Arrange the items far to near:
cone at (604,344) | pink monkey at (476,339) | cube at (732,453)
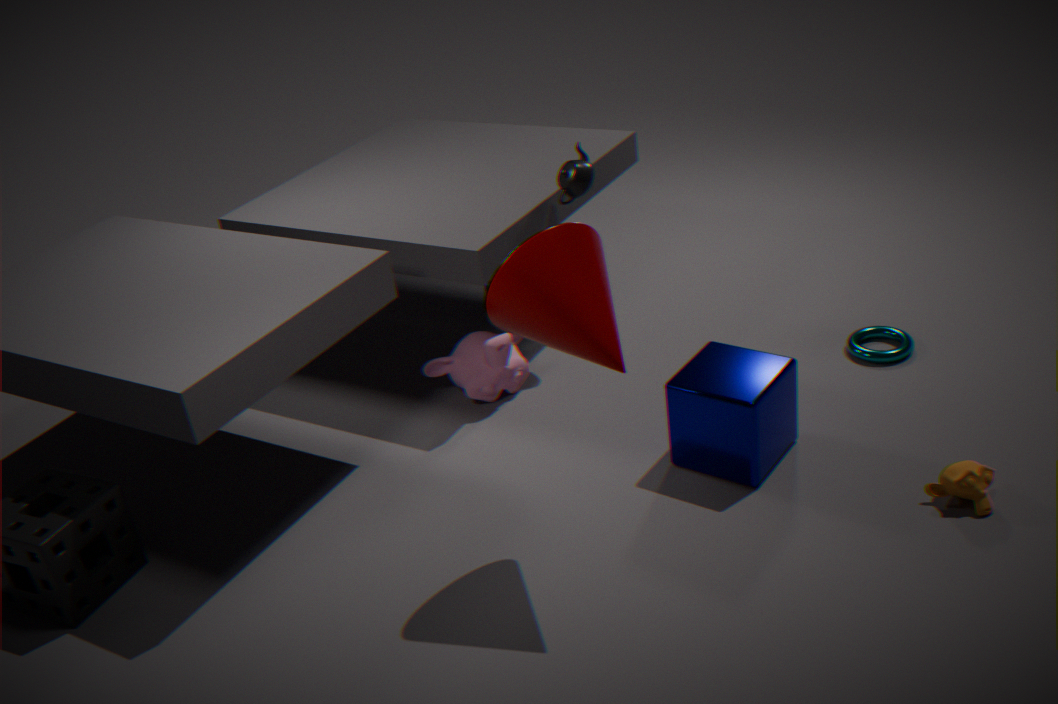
1. pink monkey at (476,339)
2. cube at (732,453)
3. cone at (604,344)
